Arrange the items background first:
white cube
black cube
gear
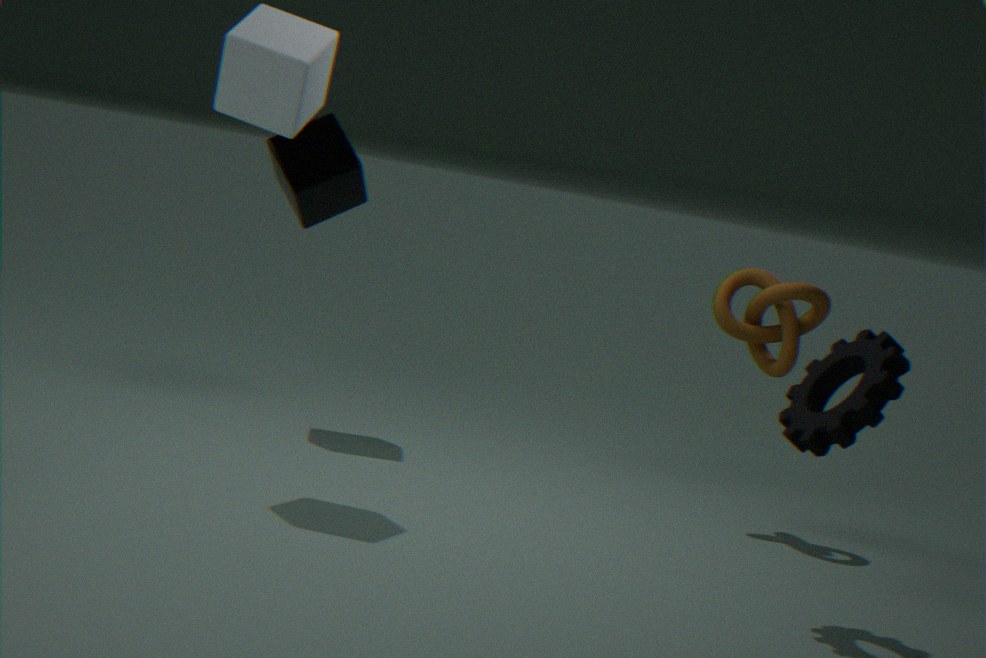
black cube < white cube < gear
